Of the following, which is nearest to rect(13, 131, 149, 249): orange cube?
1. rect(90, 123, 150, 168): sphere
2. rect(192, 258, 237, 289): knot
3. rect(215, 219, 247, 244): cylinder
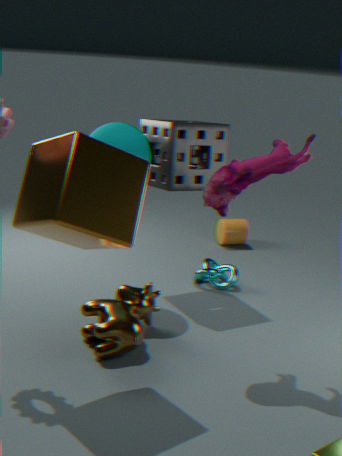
rect(90, 123, 150, 168): sphere
